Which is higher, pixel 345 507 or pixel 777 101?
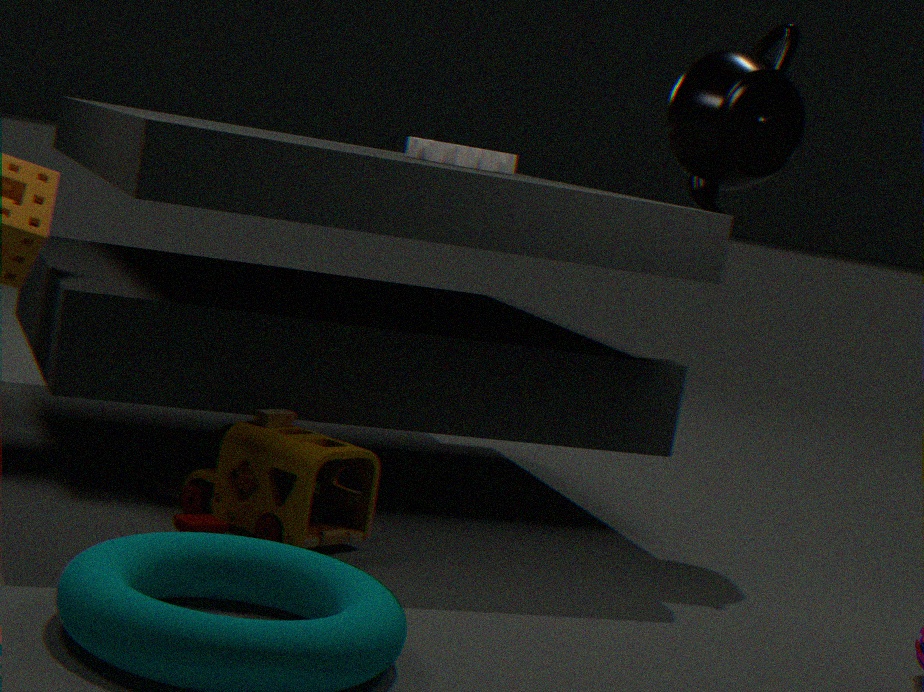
pixel 777 101
